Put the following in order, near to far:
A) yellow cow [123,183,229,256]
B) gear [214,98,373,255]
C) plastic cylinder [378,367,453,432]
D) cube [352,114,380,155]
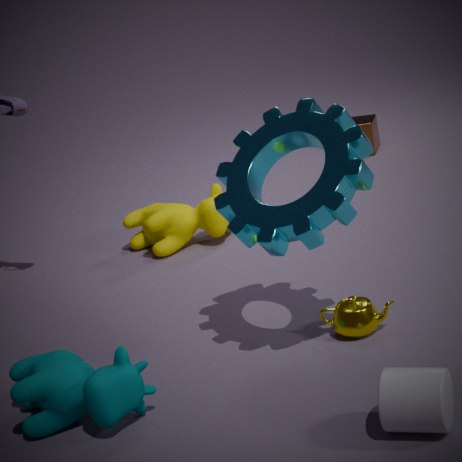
plastic cylinder [378,367,453,432] < gear [214,98,373,255] < yellow cow [123,183,229,256] < cube [352,114,380,155]
